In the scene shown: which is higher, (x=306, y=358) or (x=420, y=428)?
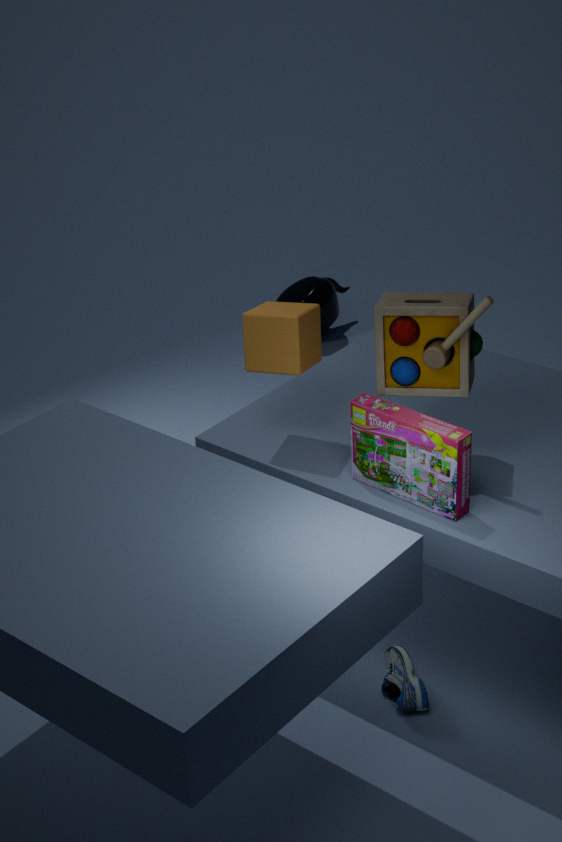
(x=306, y=358)
